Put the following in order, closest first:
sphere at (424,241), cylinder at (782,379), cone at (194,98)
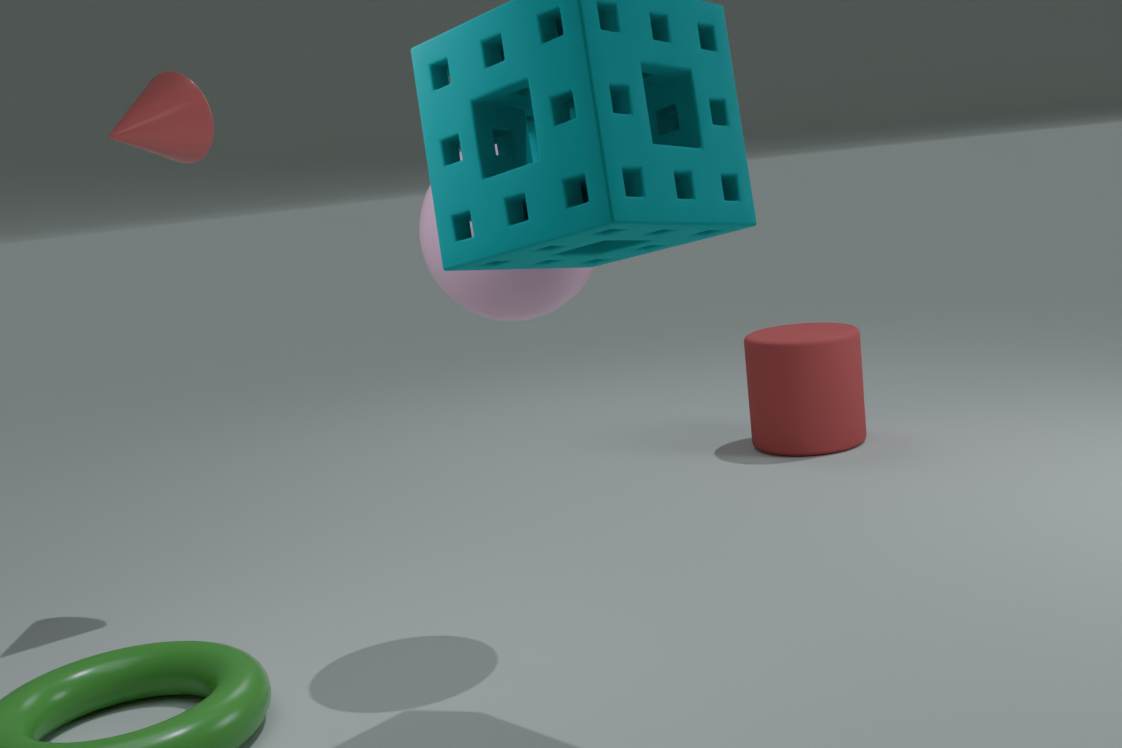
sphere at (424,241), cone at (194,98), cylinder at (782,379)
